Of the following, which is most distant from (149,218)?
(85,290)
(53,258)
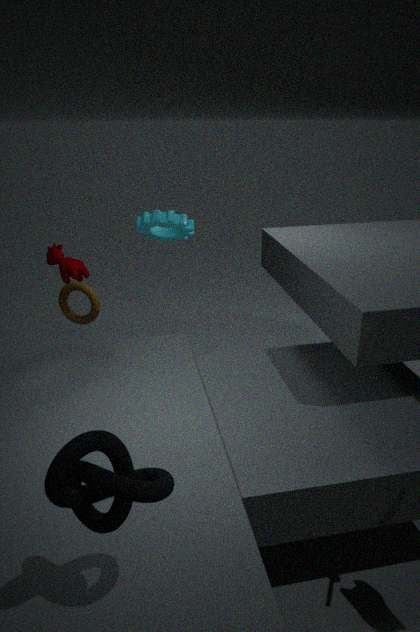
(85,290)
